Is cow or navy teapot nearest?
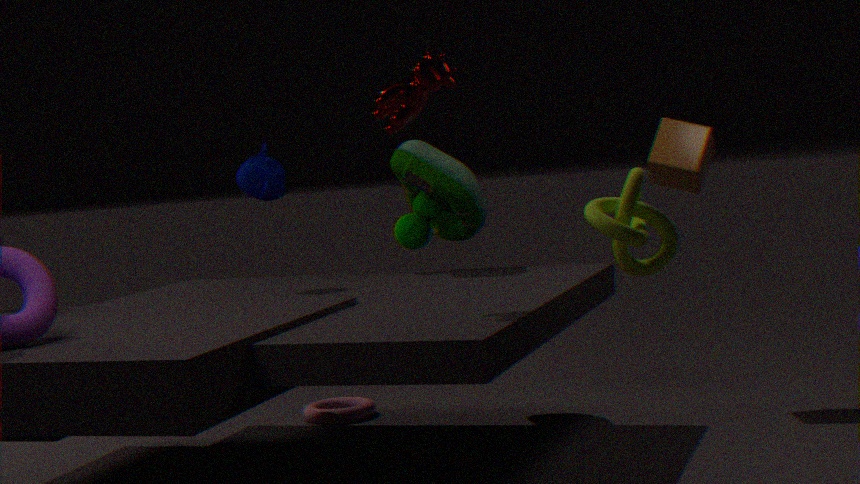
cow
